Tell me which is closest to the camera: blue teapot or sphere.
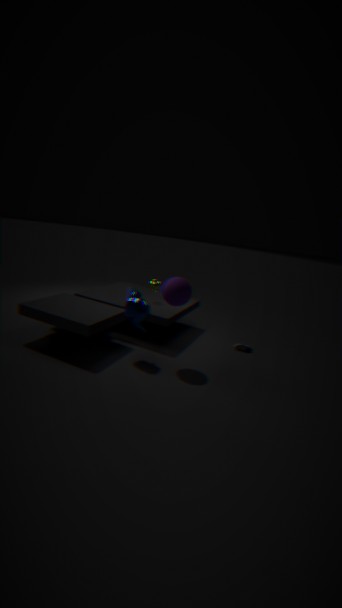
sphere
